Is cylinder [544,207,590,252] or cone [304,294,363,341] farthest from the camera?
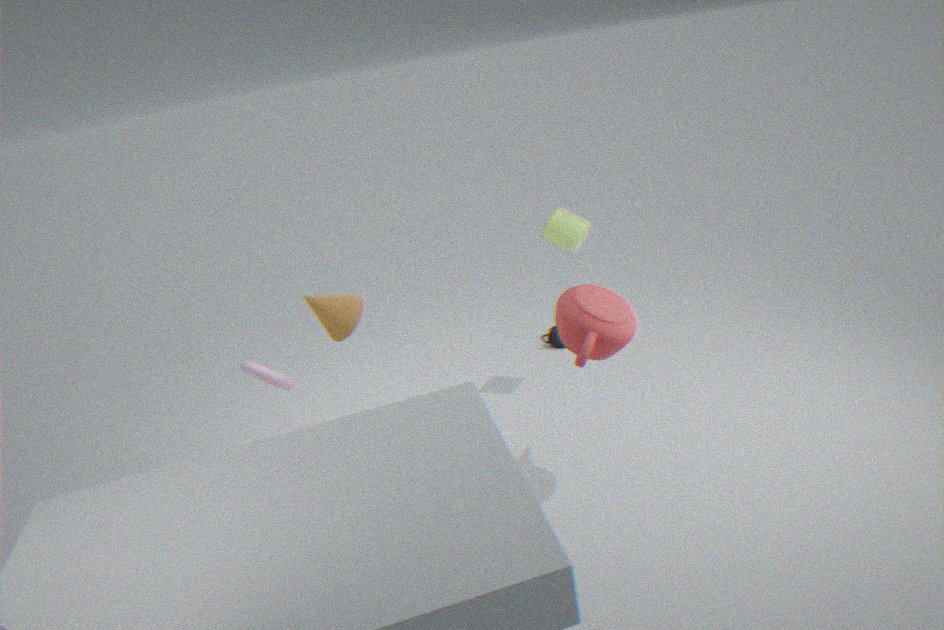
cylinder [544,207,590,252]
